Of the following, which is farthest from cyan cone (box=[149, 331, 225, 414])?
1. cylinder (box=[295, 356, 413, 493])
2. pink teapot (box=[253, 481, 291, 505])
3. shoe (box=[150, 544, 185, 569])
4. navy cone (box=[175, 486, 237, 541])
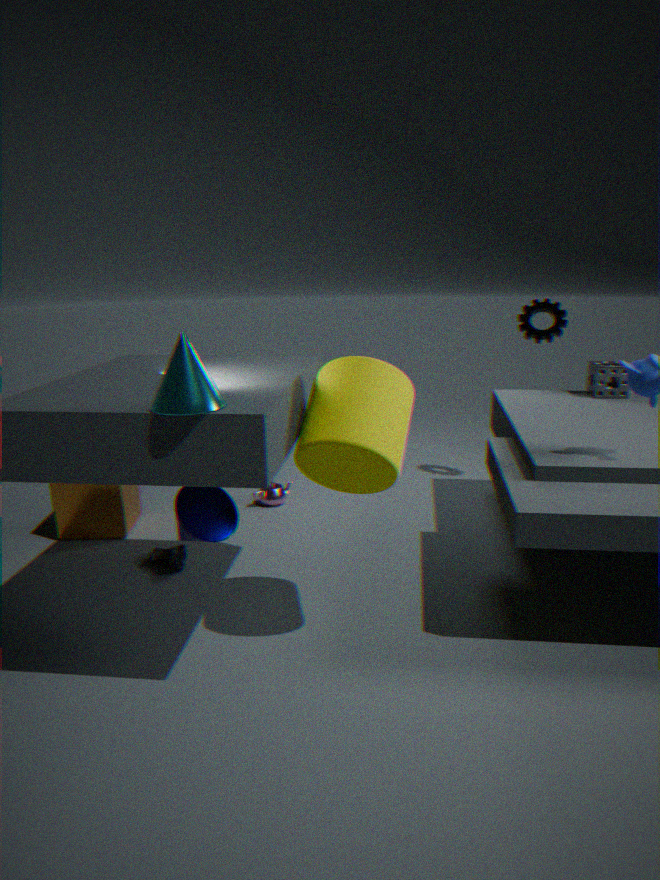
pink teapot (box=[253, 481, 291, 505])
